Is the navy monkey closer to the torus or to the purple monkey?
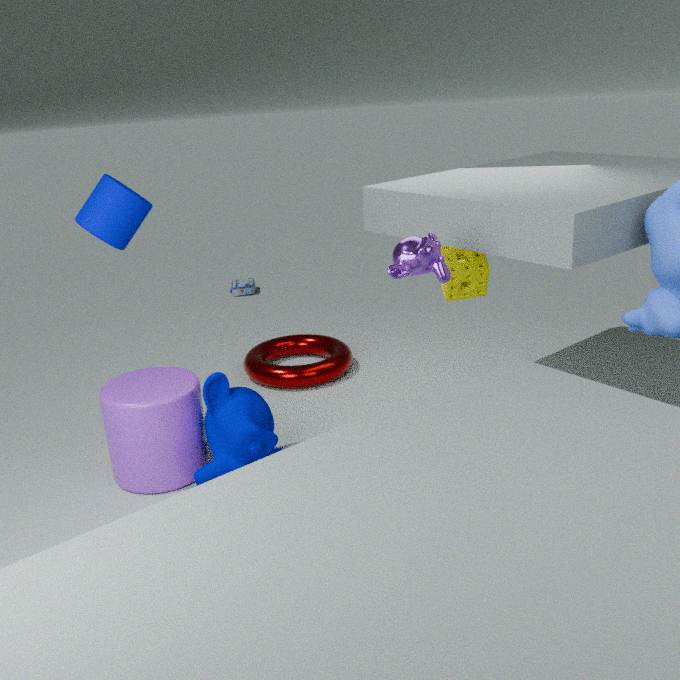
the torus
